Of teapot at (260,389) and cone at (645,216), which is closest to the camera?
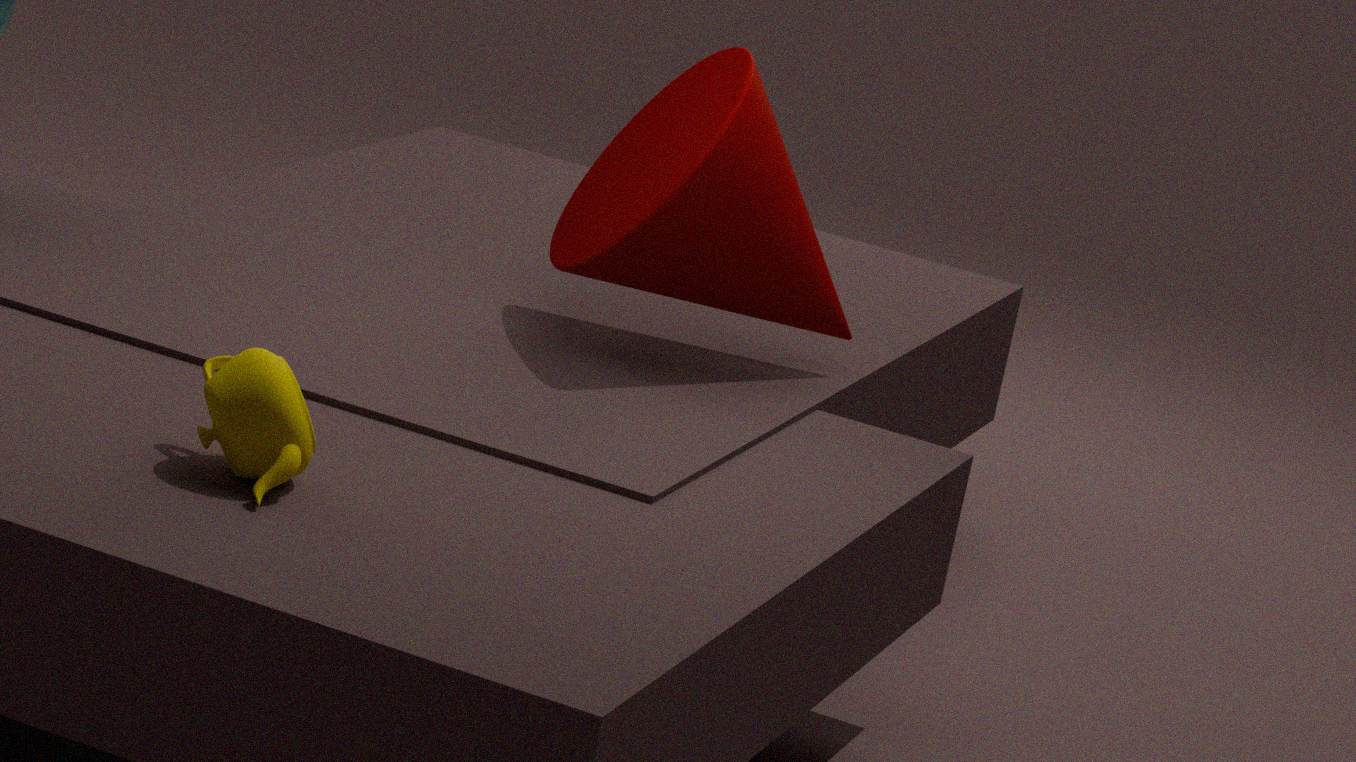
teapot at (260,389)
